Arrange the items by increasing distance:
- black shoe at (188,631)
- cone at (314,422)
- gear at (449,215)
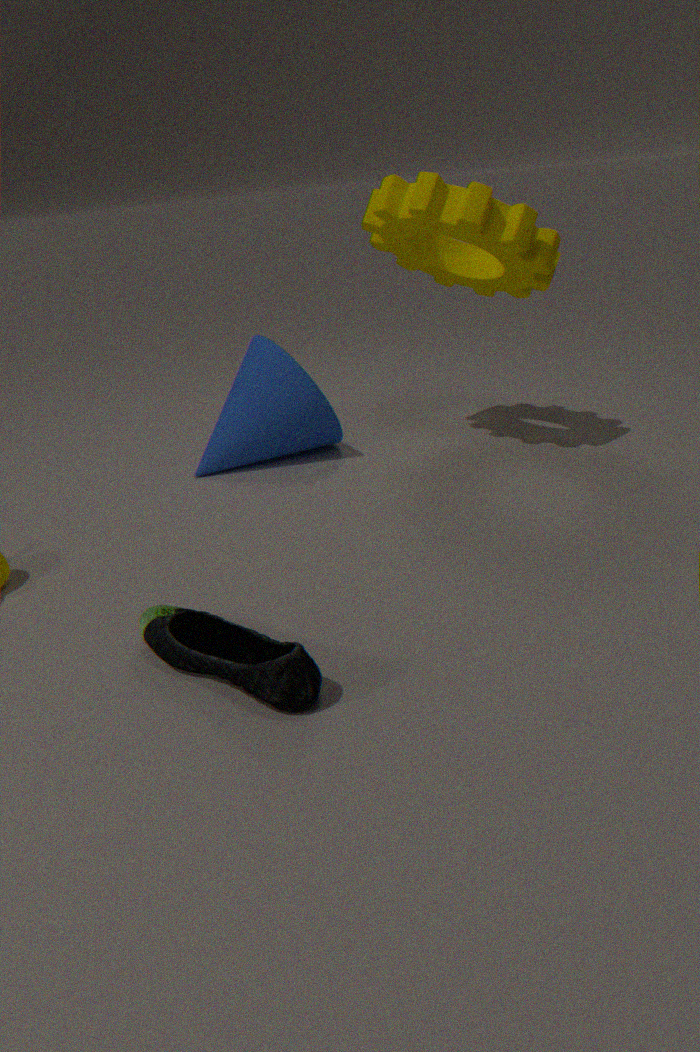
black shoe at (188,631), gear at (449,215), cone at (314,422)
